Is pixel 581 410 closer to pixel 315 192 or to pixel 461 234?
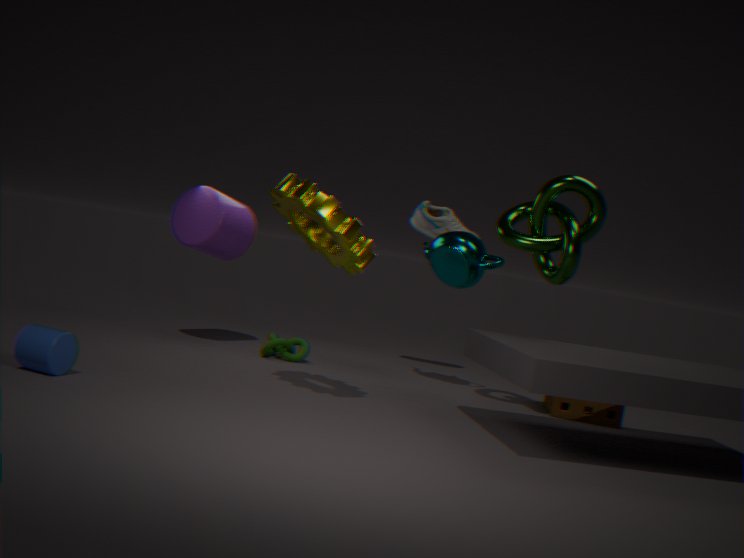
pixel 461 234
